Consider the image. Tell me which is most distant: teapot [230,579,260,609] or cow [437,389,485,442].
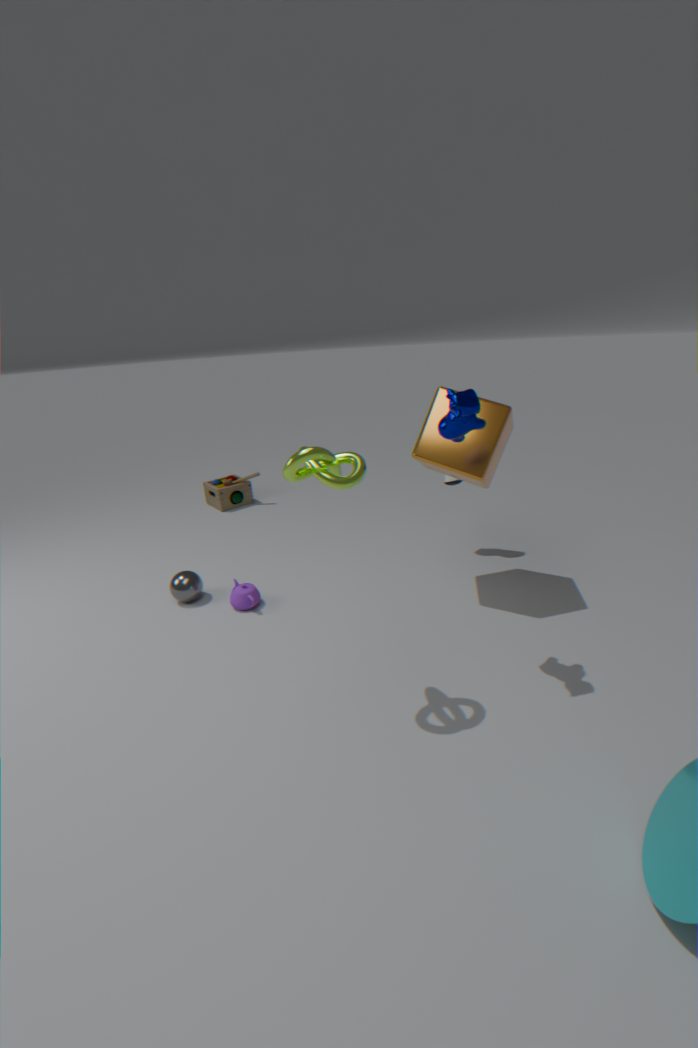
teapot [230,579,260,609]
